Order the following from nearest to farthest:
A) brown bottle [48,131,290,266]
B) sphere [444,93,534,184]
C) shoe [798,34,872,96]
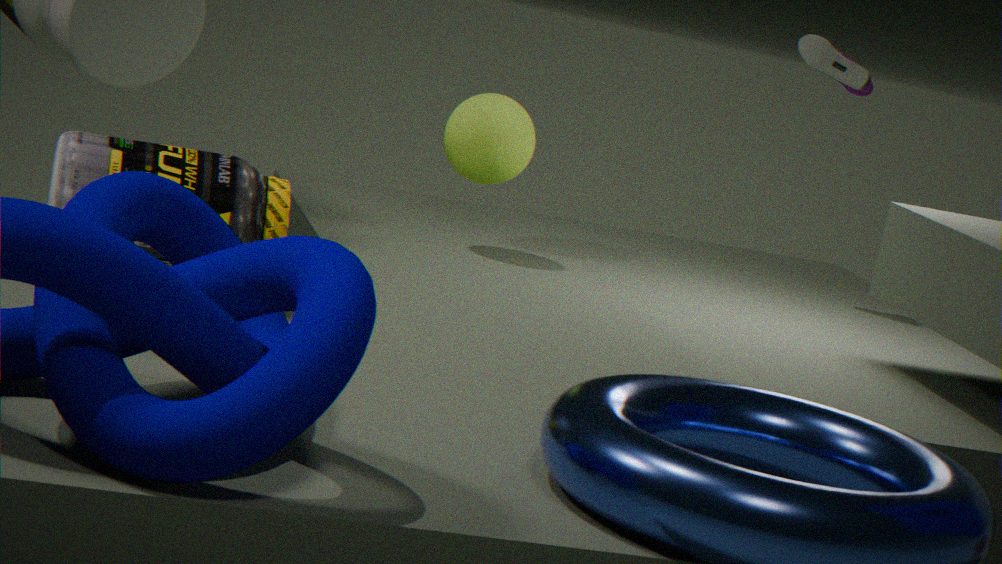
1. brown bottle [48,131,290,266]
2. sphere [444,93,534,184]
3. shoe [798,34,872,96]
